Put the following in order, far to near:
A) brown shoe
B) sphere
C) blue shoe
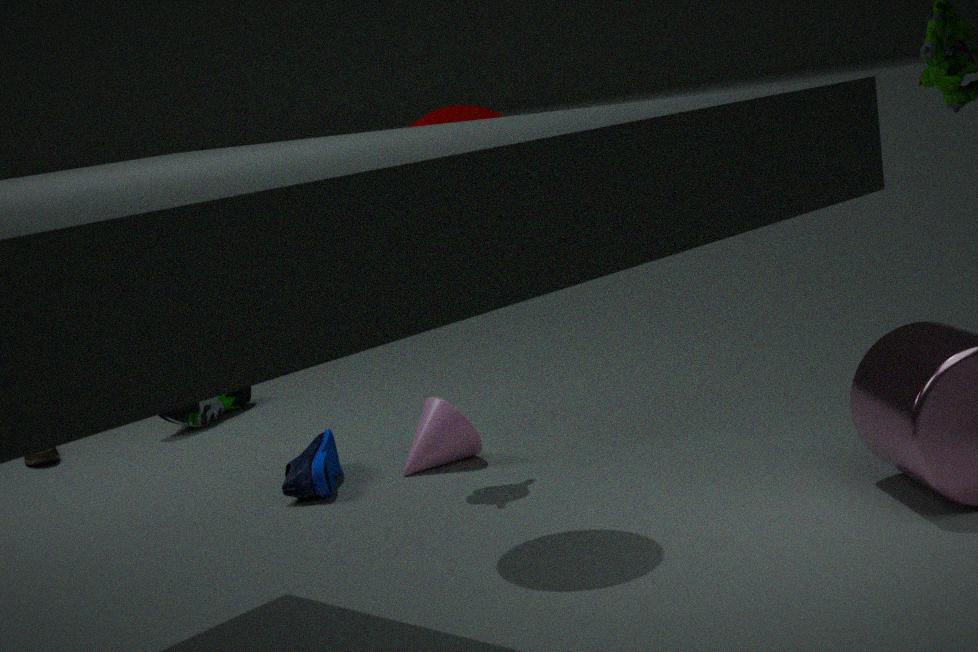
brown shoe < blue shoe < sphere
